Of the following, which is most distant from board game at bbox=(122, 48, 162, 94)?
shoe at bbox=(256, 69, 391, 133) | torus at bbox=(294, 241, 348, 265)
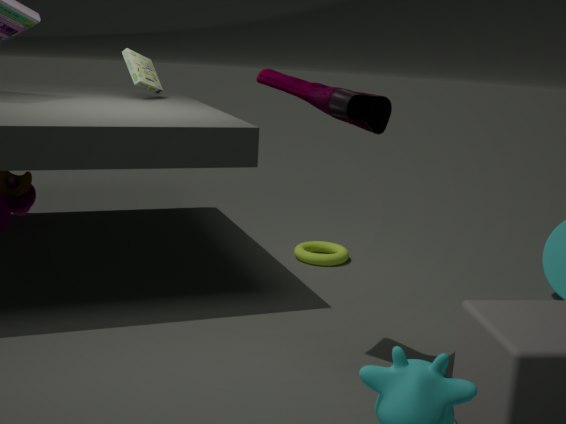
shoe at bbox=(256, 69, 391, 133)
